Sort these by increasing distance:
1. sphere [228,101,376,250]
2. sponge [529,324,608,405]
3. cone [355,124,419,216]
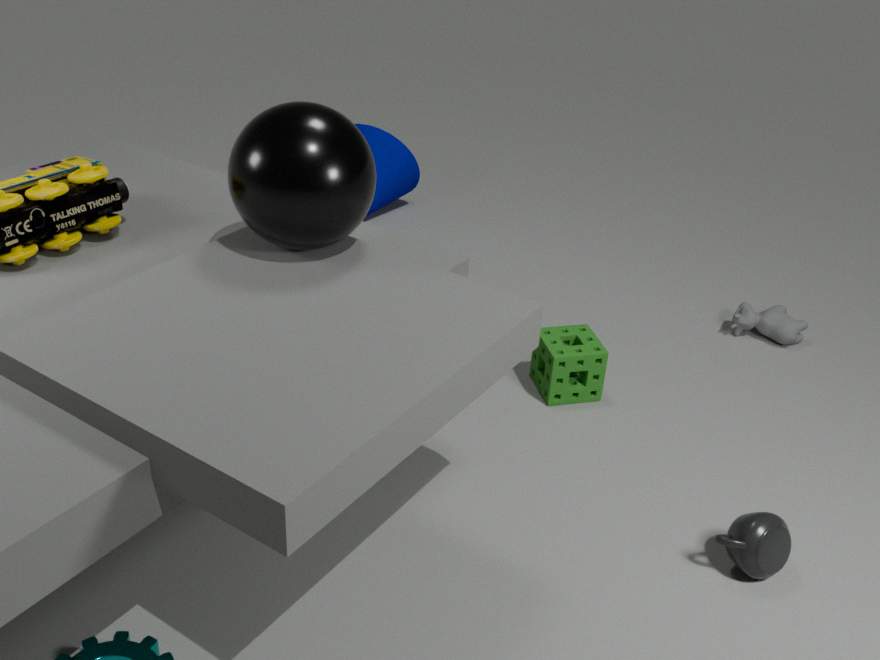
sphere [228,101,376,250]
sponge [529,324,608,405]
cone [355,124,419,216]
